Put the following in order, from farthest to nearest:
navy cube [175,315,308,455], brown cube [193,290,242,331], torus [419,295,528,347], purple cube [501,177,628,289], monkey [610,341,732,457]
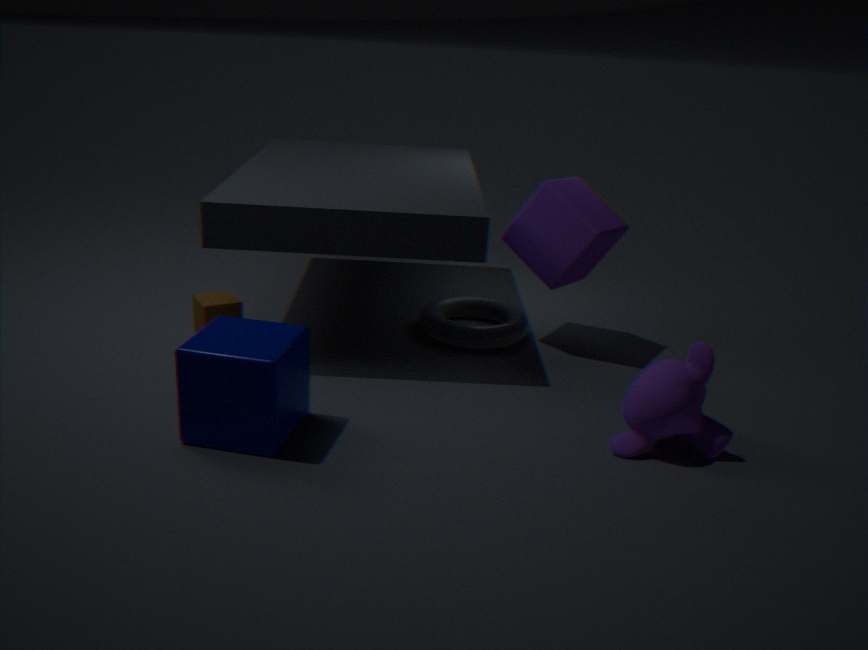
torus [419,295,528,347] < brown cube [193,290,242,331] < purple cube [501,177,628,289] < monkey [610,341,732,457] < navy cube [175,315,308,455]
